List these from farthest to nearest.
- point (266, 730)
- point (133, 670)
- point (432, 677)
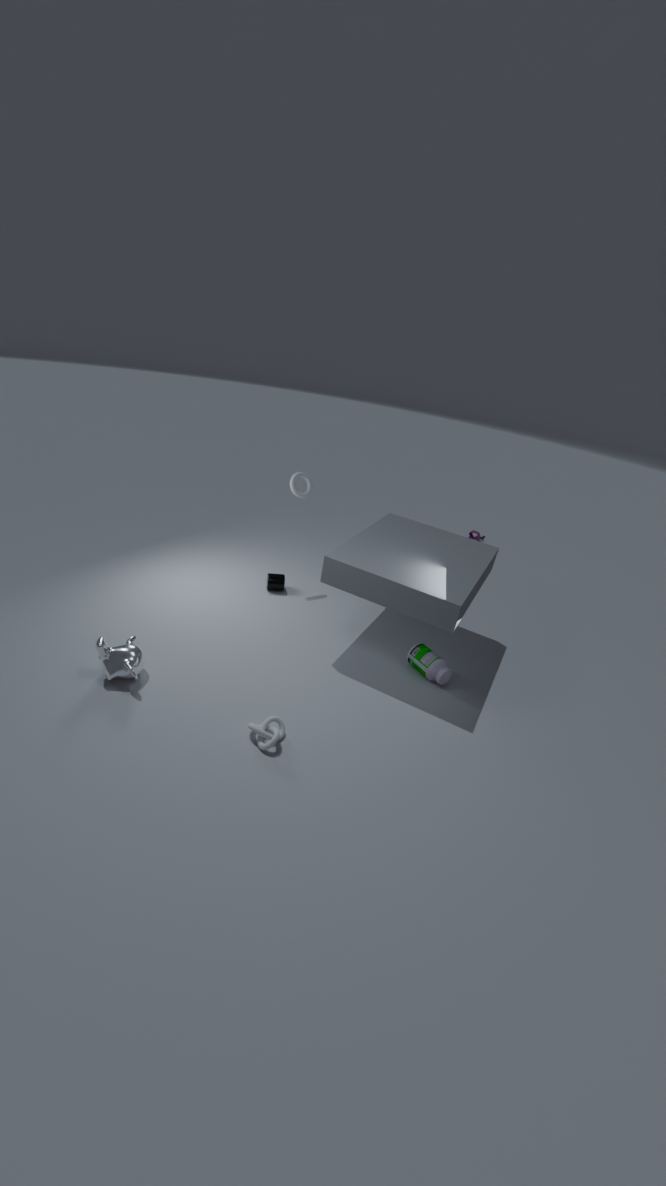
point (432, 677) → point (133, 670) → point (266, 730)
